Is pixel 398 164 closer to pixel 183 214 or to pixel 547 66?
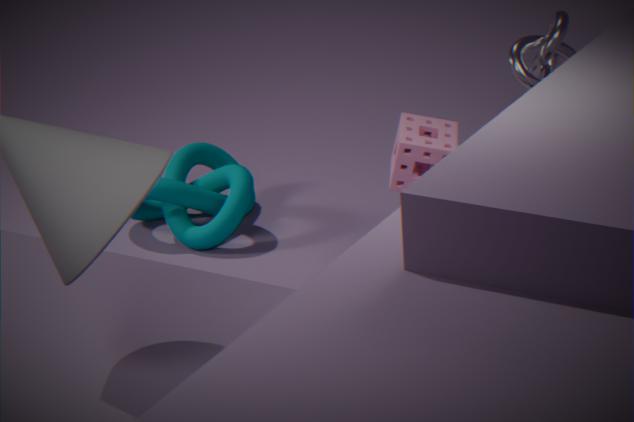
pixel 547 66
